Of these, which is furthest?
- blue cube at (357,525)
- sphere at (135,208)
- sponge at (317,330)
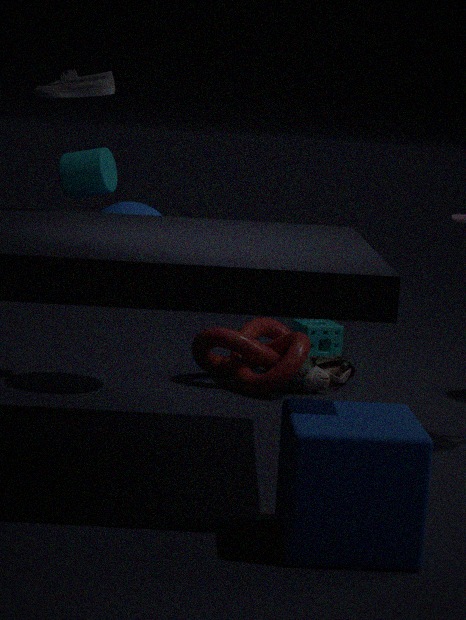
sponge at (317,330)
